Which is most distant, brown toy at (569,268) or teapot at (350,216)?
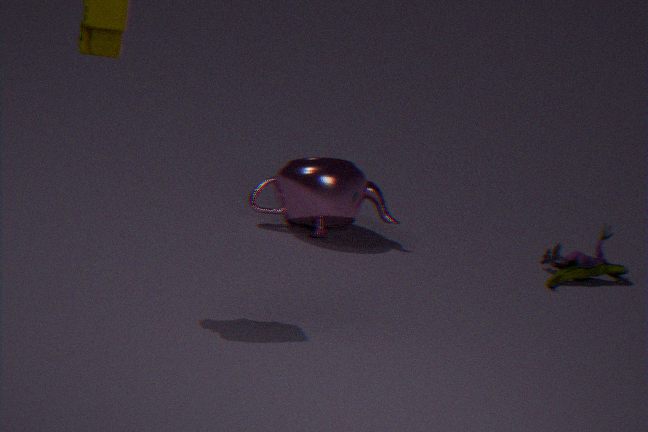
brown toy at (569,268)
